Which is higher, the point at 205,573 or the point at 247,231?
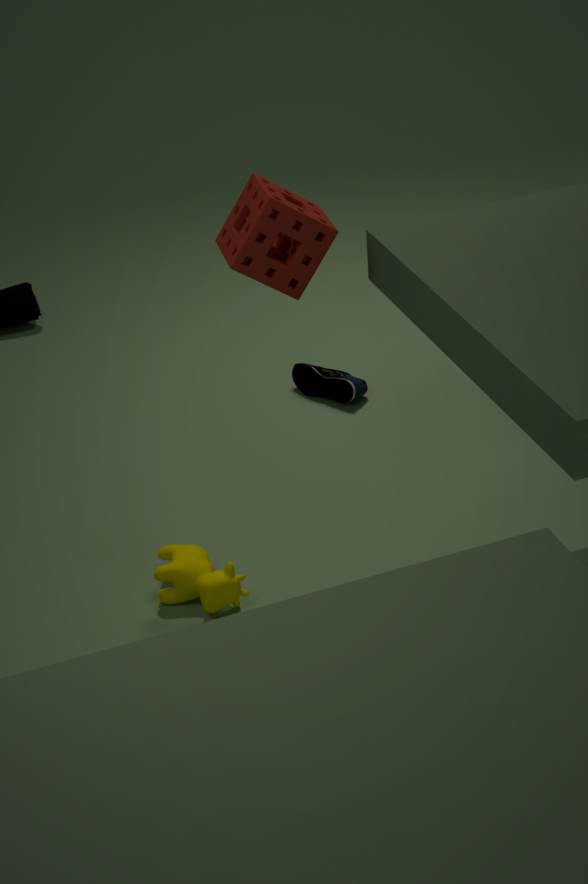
the point at 247,231
